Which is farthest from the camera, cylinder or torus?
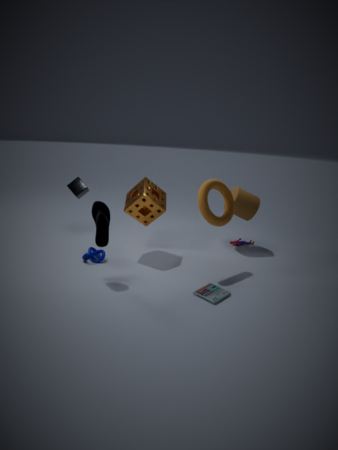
cylinder
